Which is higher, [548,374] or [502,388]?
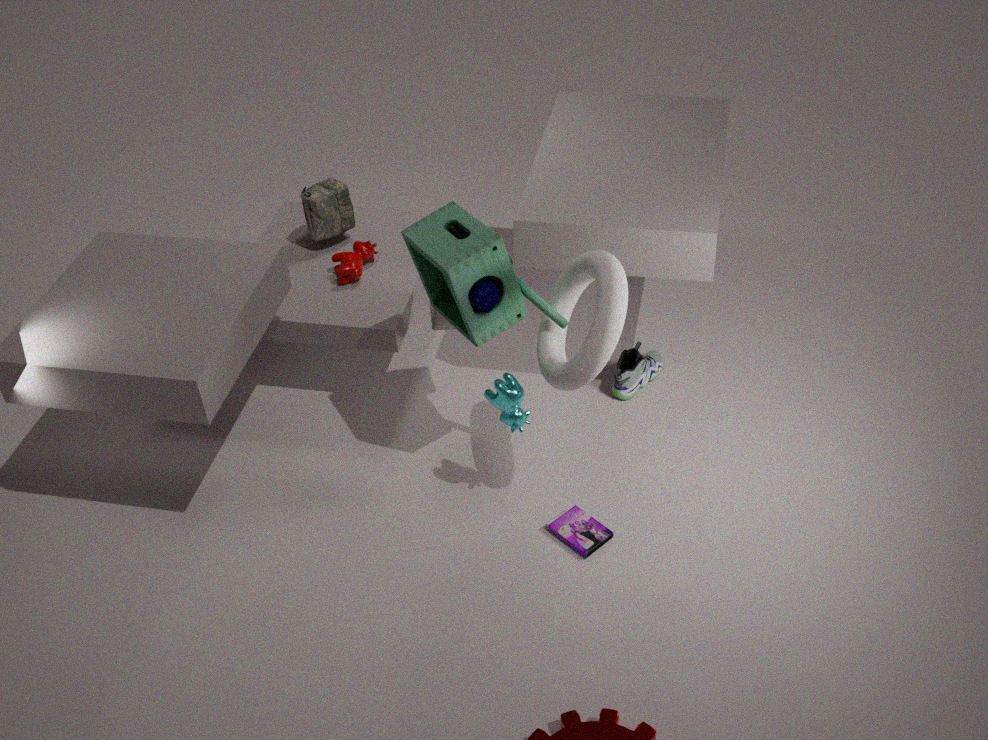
[548,374]
